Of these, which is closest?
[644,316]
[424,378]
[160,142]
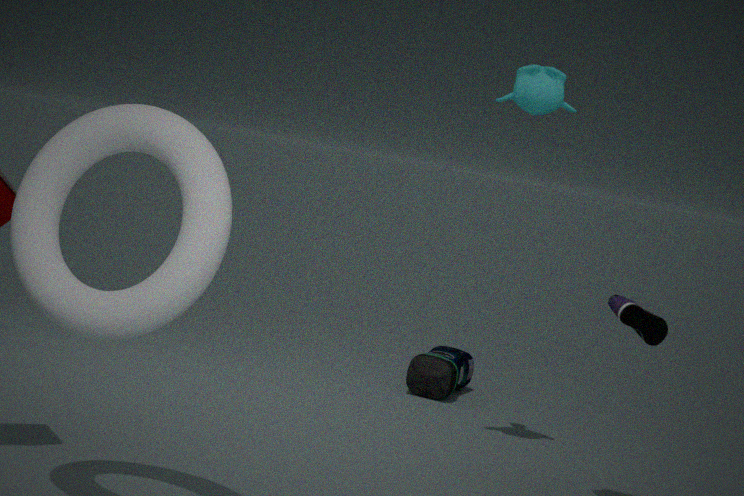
[160,142]
